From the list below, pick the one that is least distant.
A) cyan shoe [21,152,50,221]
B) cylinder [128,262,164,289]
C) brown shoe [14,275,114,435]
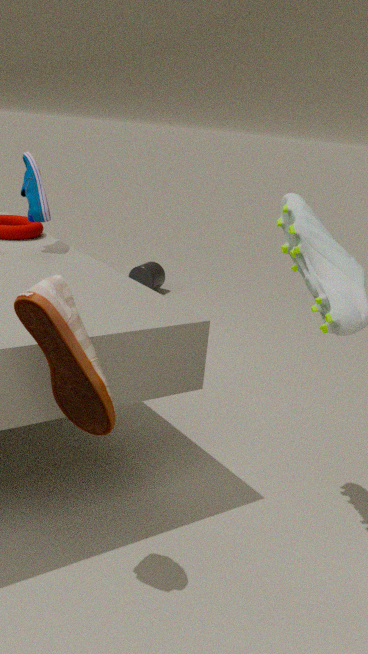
brown shoe [14,275,114,435]
